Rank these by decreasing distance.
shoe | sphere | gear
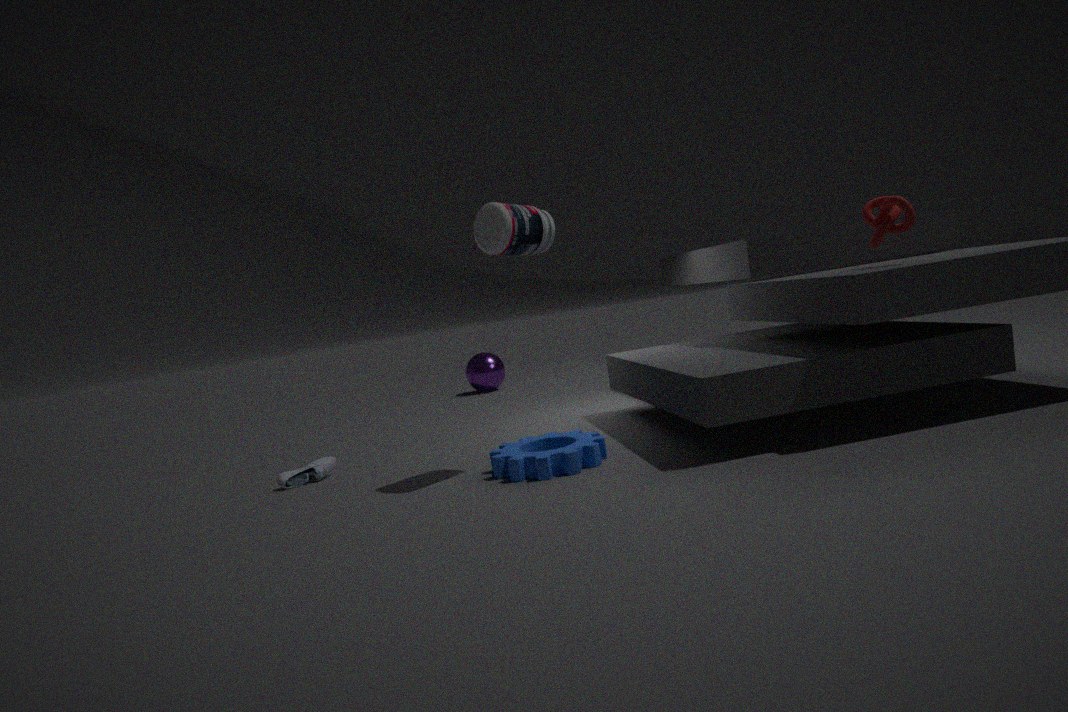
1. sphere
2. shoe
3. gear
